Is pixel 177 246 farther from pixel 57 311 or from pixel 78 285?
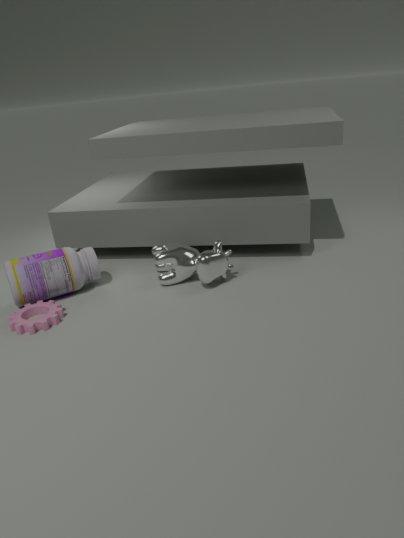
pixel 57 311
